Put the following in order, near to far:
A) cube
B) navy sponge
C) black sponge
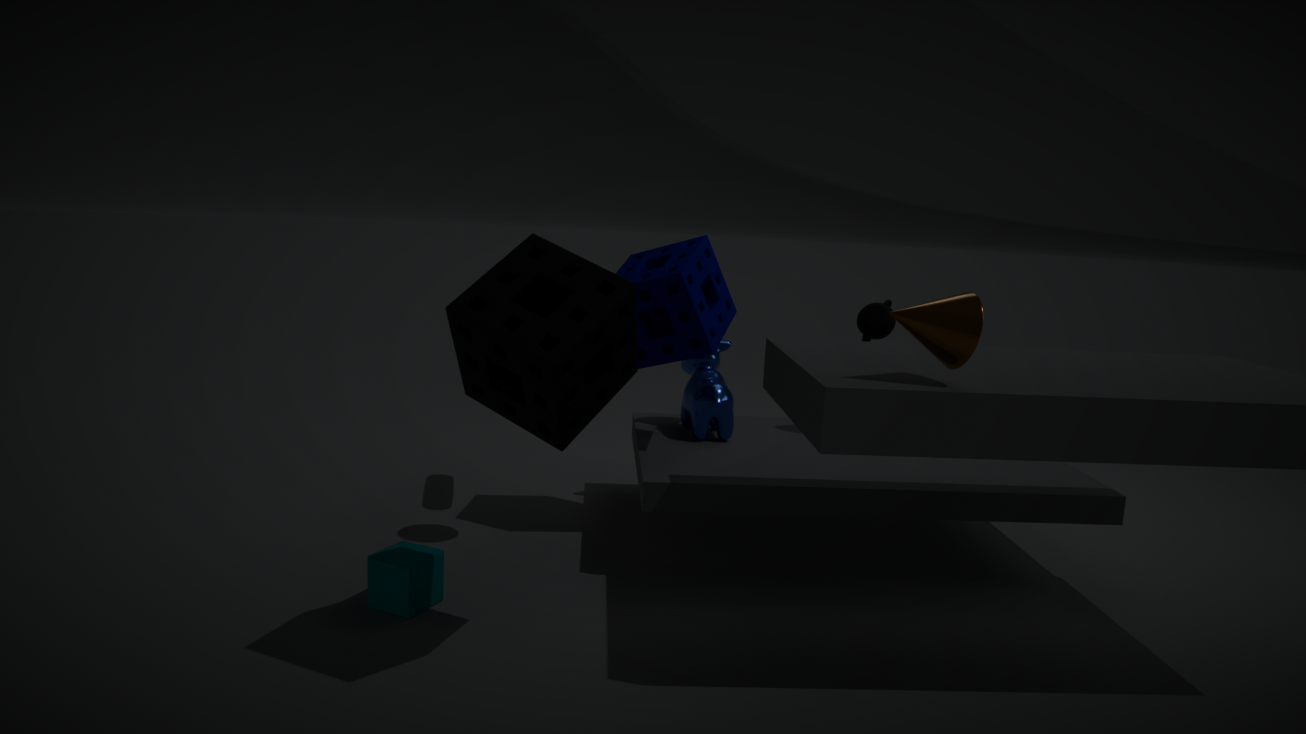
black sponge < cube < navy sponge
